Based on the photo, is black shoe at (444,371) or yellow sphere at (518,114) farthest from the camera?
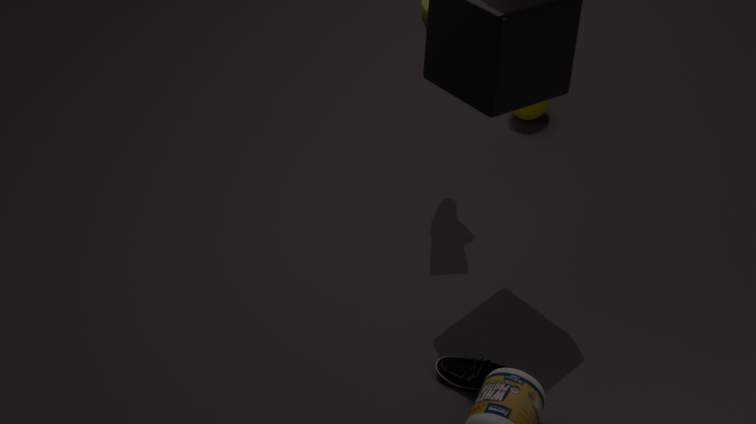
yellow sphere at (518,114)
